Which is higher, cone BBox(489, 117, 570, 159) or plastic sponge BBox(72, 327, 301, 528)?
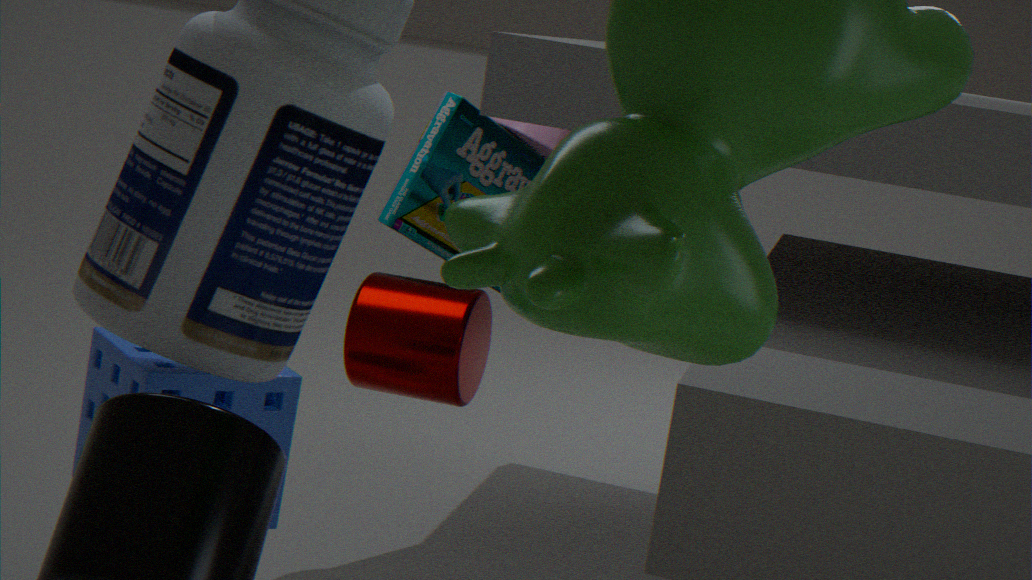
cone BBox(489, 117, 570, 159)
